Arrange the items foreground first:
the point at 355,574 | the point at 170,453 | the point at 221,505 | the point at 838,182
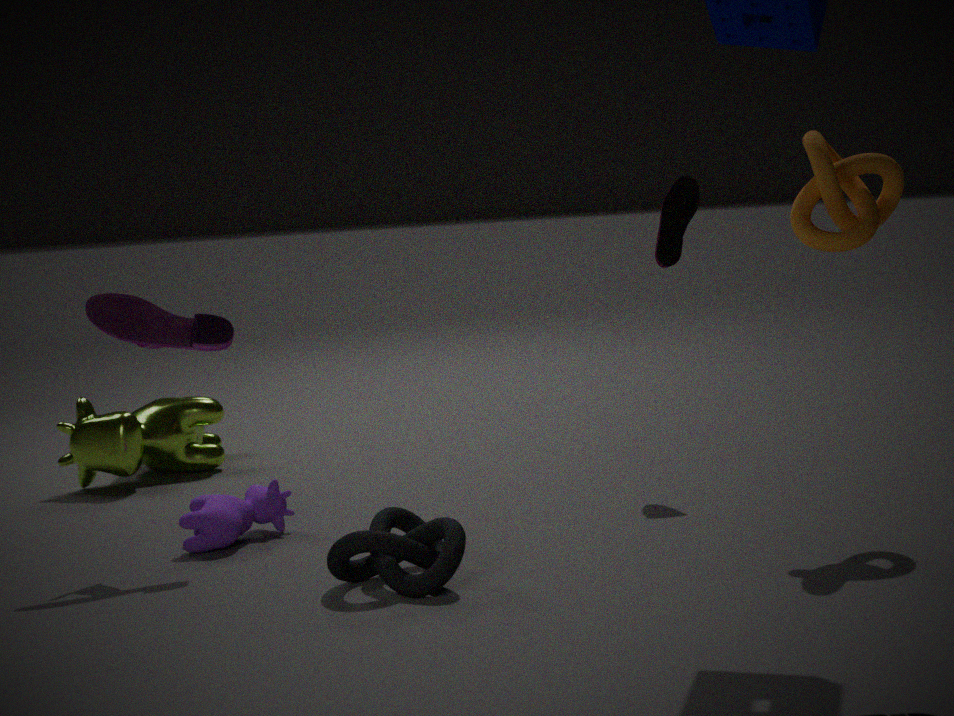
the point at 355,574
the point at 838,182
the point at 221,505
the point at 170,453
